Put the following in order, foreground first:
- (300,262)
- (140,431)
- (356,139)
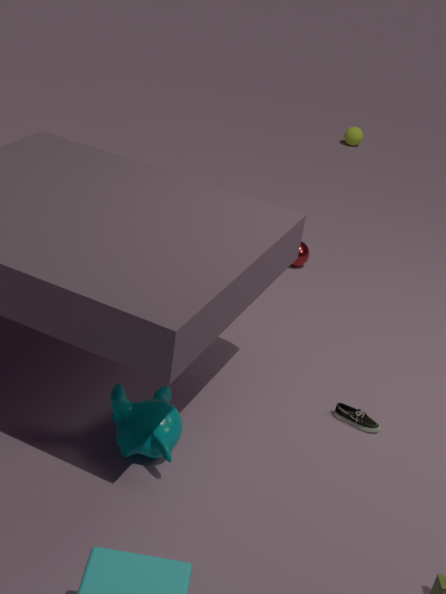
(140,431)
(300,262)
(356,139)
